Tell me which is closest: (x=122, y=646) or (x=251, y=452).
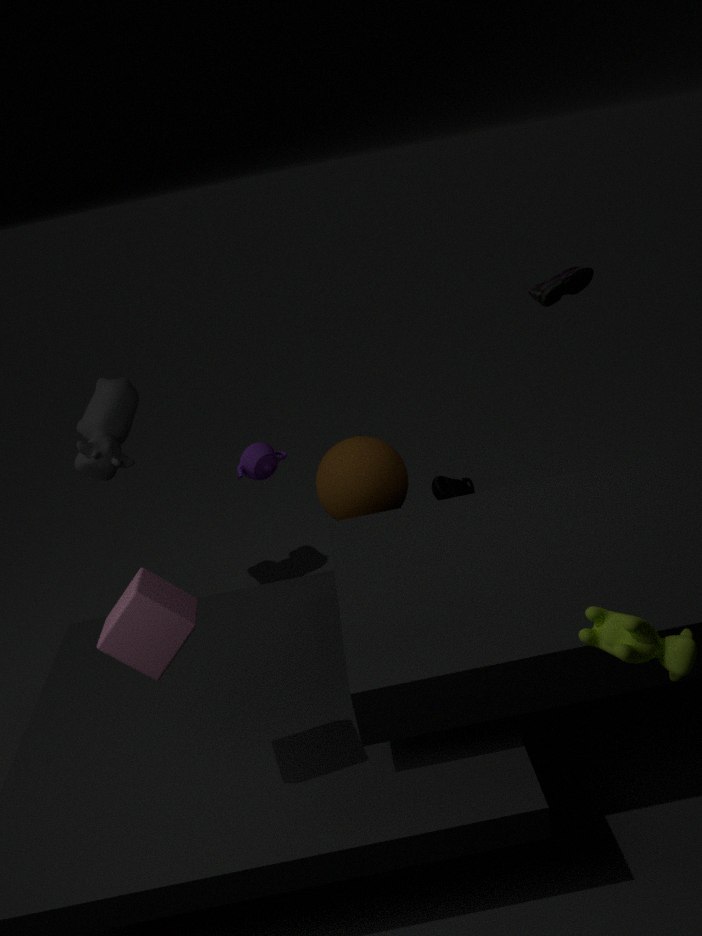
(x=122, y=646)
